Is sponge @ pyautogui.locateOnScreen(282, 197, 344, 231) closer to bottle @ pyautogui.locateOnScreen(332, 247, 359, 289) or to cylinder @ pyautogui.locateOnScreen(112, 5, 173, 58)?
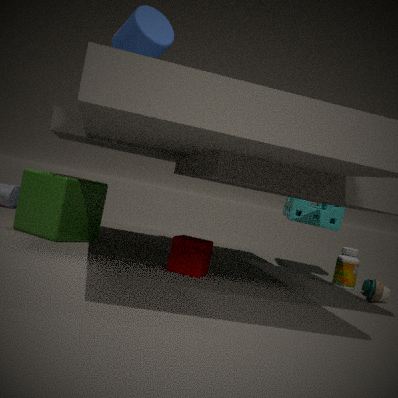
bottle @ pyautogui.locateOnScreen(332, 247, 359, 289)
